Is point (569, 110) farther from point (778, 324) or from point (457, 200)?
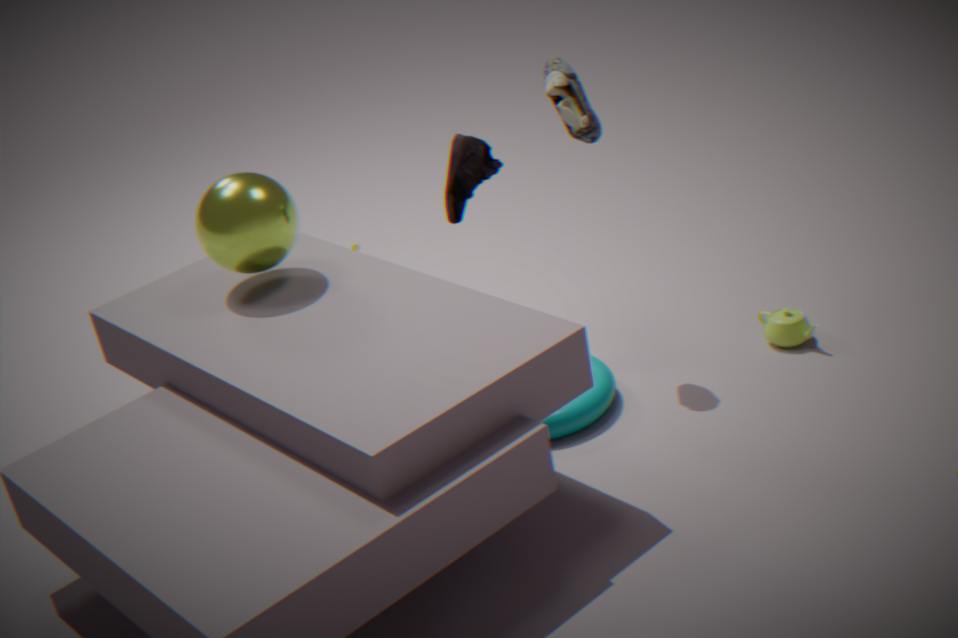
point (778, 324)
